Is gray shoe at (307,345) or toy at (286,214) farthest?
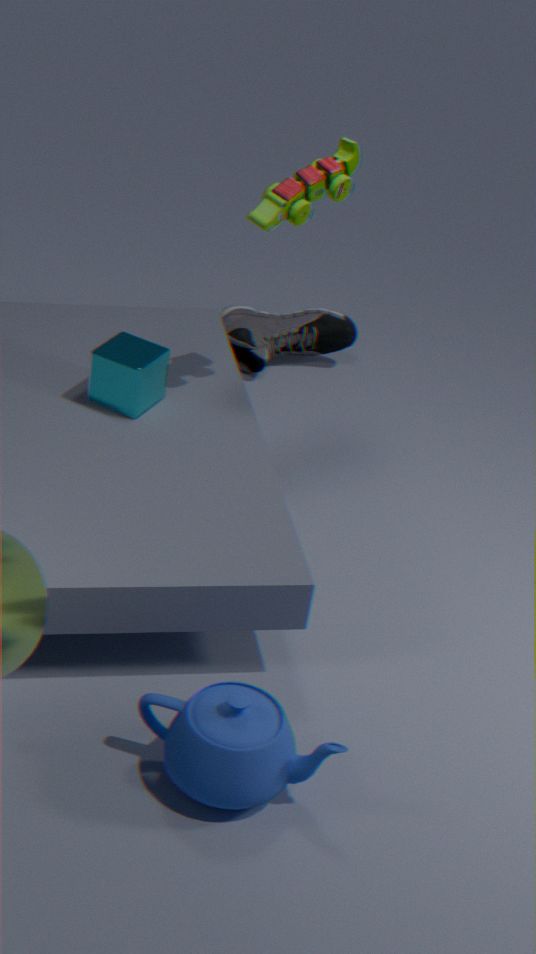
gray shoe at (307,345)
